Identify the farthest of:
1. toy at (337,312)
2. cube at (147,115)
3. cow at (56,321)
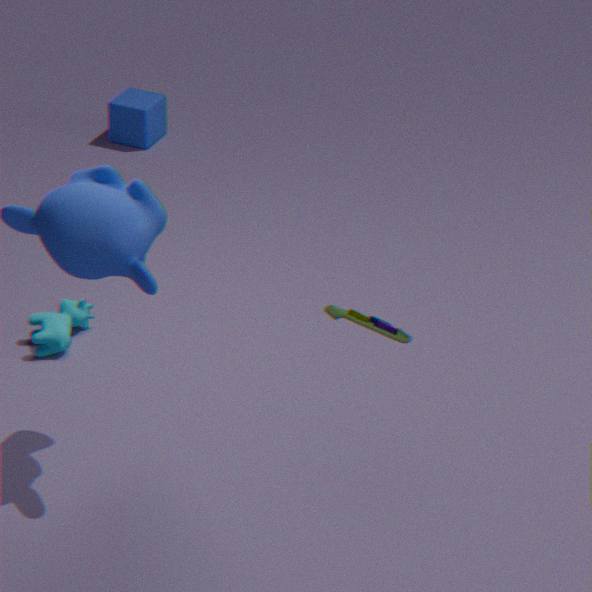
cube at (147,115)
